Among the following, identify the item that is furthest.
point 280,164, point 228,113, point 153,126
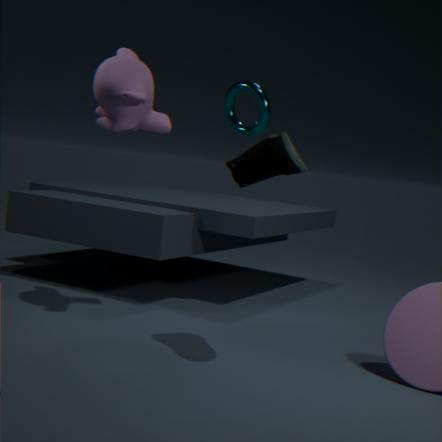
point 228,113
